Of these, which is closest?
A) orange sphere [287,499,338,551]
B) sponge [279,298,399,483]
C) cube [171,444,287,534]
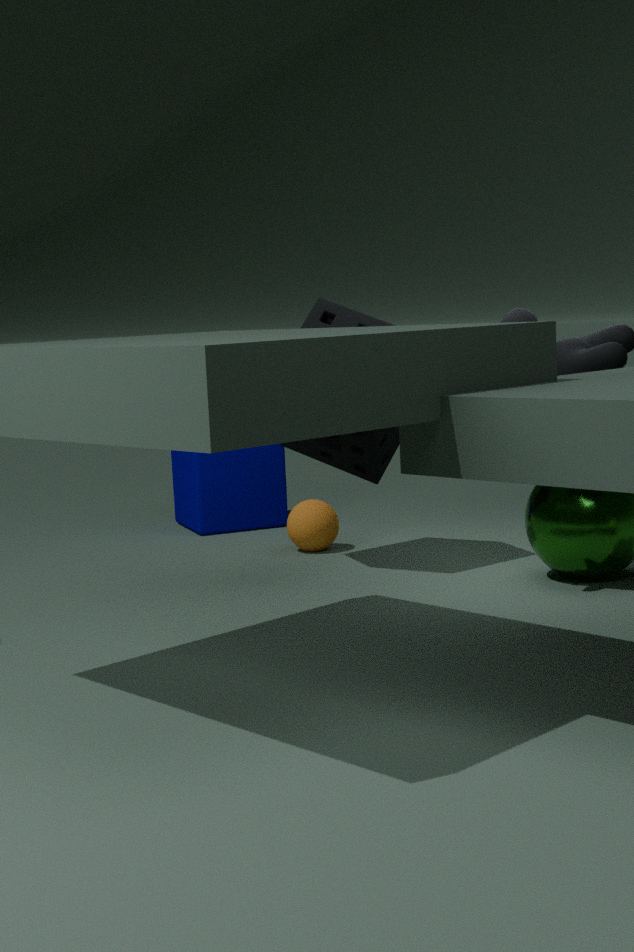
sponge [279,298,399,483]
